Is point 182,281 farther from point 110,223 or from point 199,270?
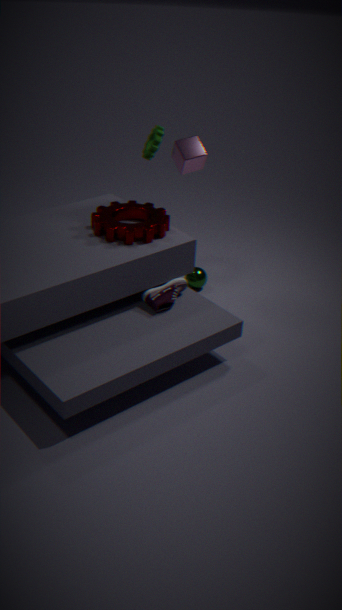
point 199,270
